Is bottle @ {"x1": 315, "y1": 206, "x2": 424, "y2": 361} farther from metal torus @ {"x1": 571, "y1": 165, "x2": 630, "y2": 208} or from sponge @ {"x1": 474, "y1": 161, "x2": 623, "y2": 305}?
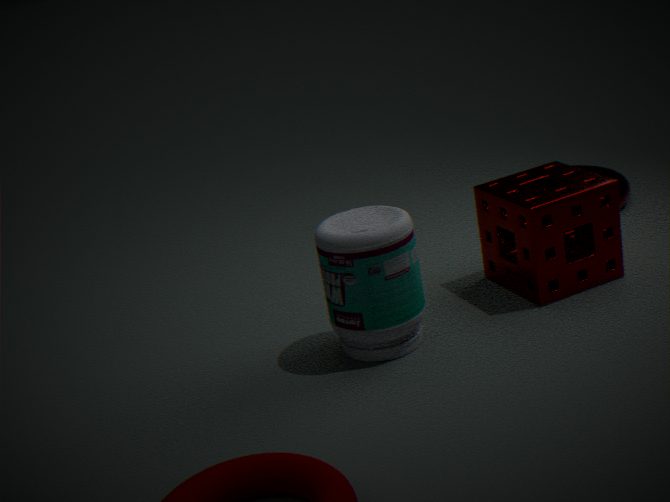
metal torus @ {"x1": 571, "y1": 165, "x2": 630, "y2": 208}
